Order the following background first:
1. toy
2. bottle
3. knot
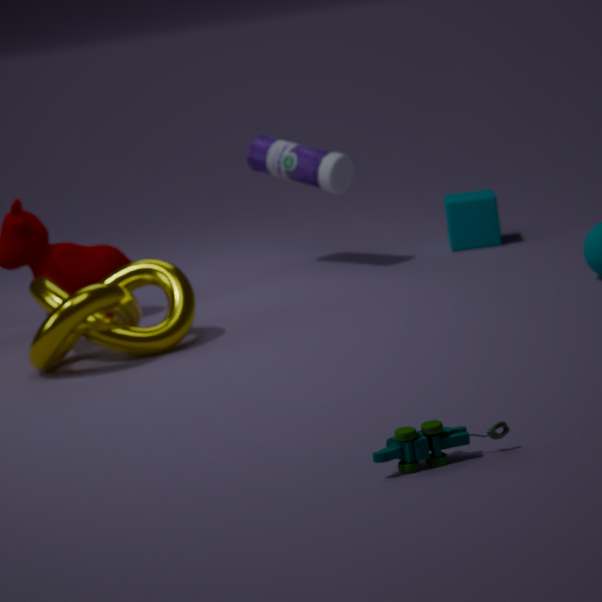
bottle → knot → toy
